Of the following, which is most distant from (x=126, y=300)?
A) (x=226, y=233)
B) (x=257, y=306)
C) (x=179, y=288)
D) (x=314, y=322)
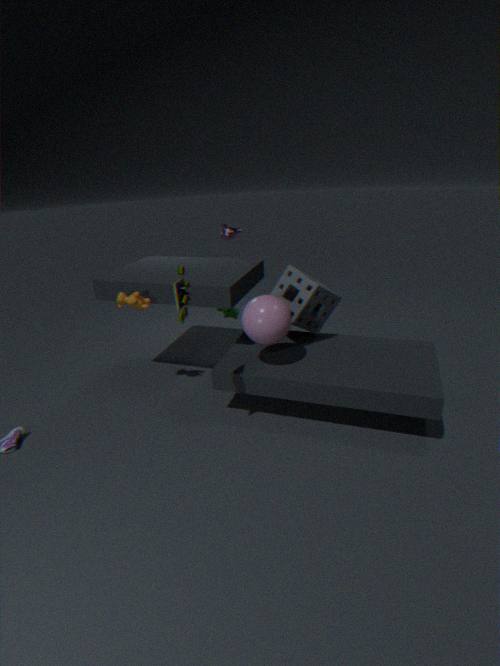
(x=226, y=233)
